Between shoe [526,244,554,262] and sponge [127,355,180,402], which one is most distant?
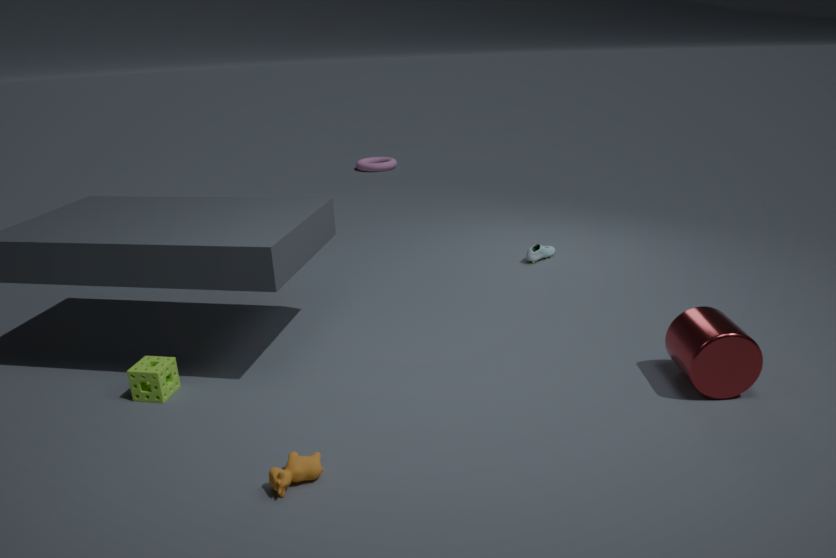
shoe [526,244,554,262]
